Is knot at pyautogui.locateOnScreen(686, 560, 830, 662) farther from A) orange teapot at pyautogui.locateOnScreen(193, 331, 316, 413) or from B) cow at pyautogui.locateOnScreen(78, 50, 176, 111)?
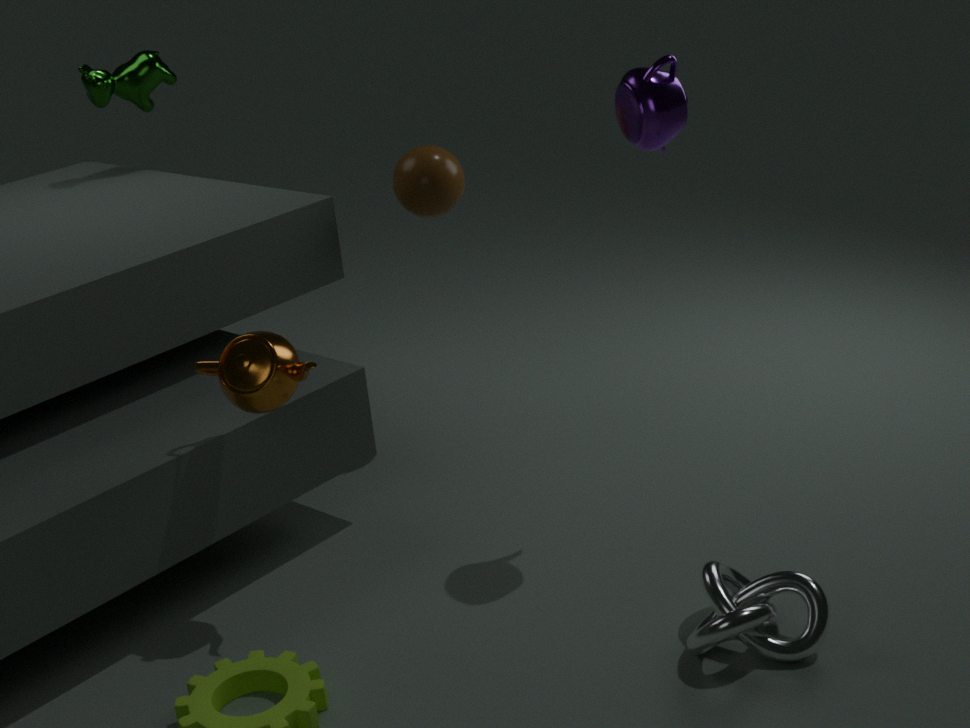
B) cow at pyautogui.locateOnScreen(78, 50, 176, 111)
